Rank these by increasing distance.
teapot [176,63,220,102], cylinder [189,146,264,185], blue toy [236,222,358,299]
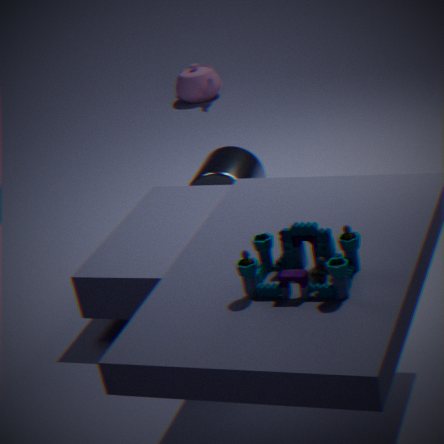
blue toy [236,222,358,299] → cylinder [189,146,264,185] → teapot [176,63,220,102]
